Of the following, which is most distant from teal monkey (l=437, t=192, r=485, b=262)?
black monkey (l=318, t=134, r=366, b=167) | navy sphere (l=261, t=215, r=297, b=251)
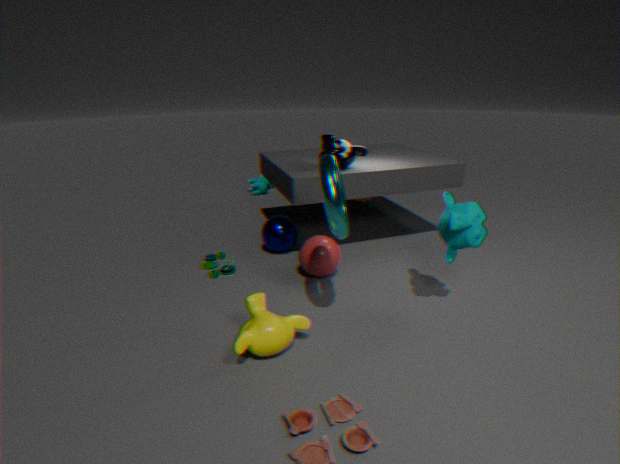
navy sphere (l=261, t=215, r=297, b=251)
